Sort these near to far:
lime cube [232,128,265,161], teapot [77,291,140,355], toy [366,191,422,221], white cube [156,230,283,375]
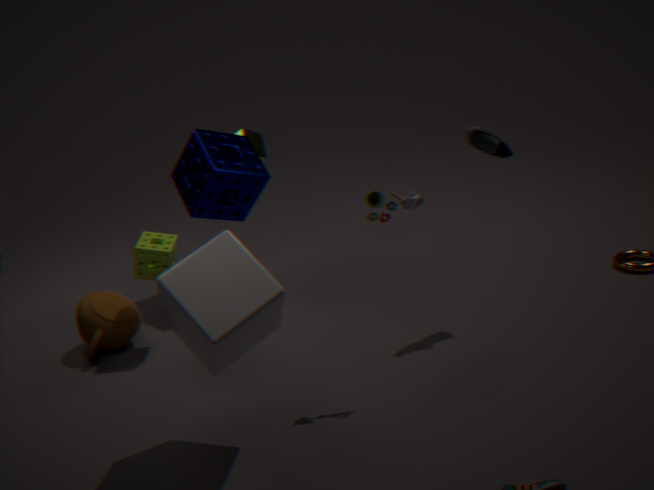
white cube [156,230,283,375] → toy [366,191,422,221] → teapot [77,291,140,355] → lime cube [232,128,265,161]
